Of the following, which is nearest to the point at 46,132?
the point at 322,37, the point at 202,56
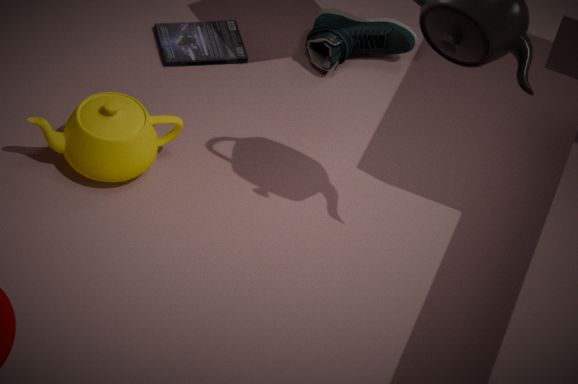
the point at 202,56
